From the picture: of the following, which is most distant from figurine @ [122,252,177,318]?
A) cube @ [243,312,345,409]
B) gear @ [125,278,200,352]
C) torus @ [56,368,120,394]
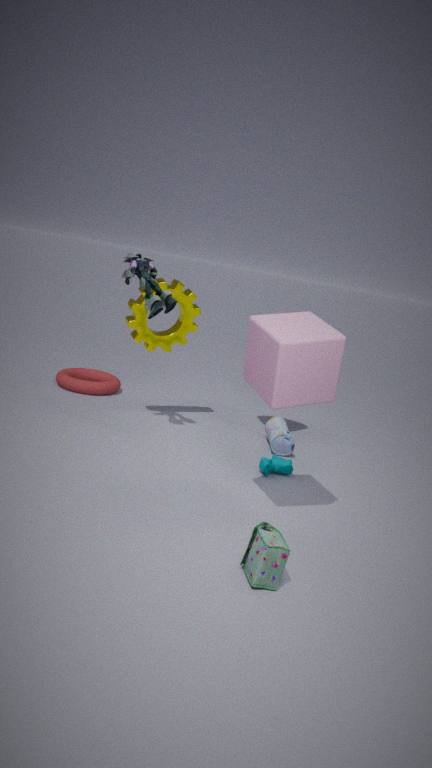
torus @ [56,368,120,394]
